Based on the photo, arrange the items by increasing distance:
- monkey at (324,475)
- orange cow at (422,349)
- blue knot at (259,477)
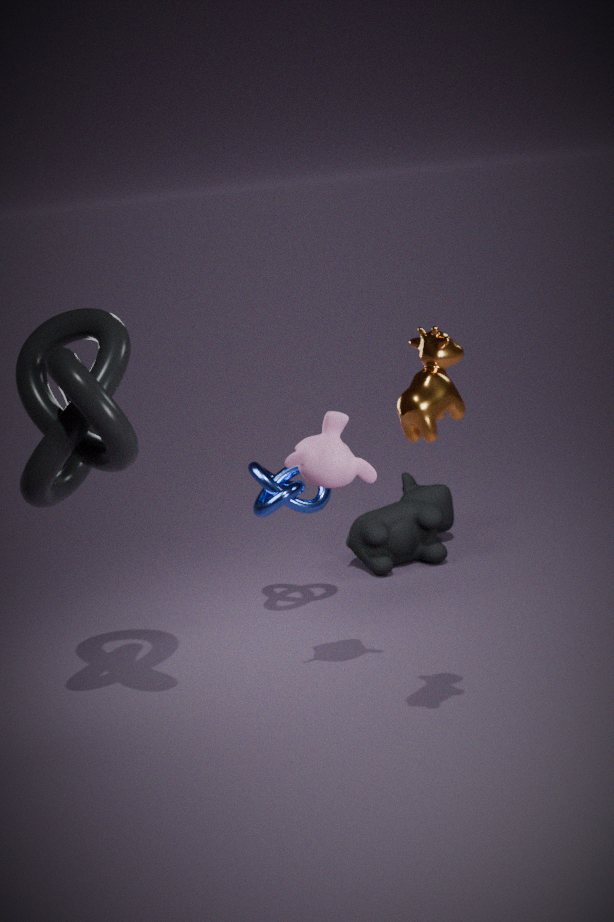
orange cow at (422,349) < monkey at (324,475) < blue knot at (259,477)
